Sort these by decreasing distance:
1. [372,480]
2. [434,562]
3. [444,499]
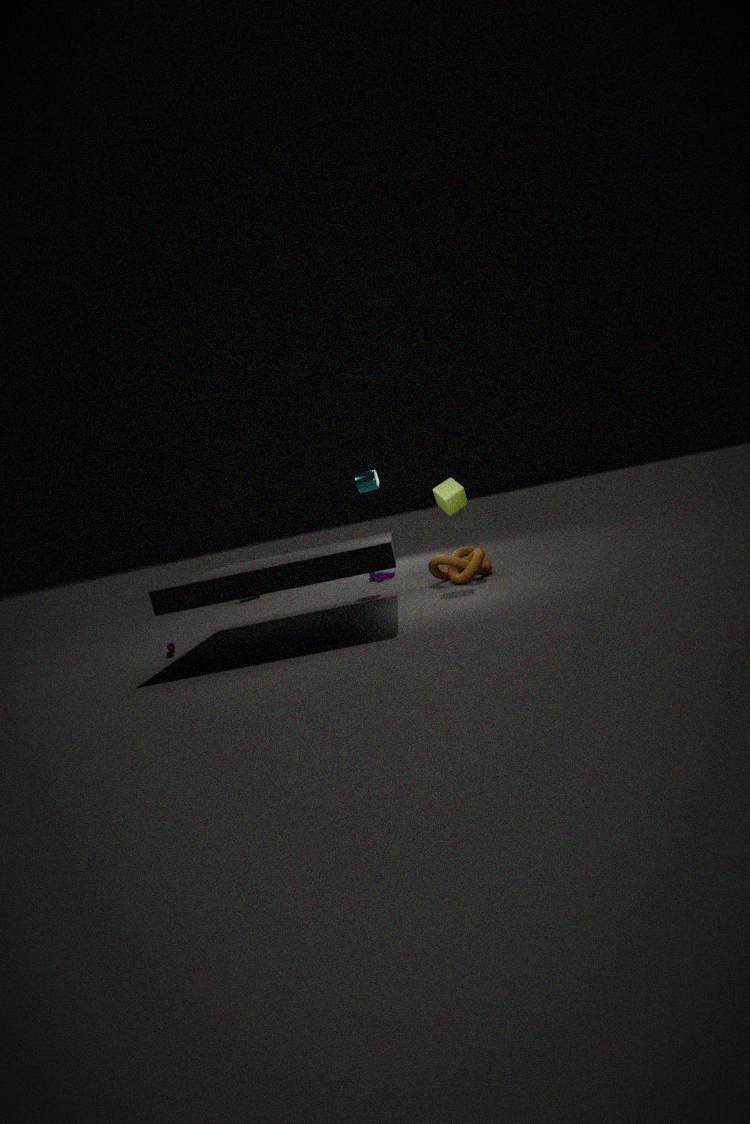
[372,480] → [434,562] → [444,499]
